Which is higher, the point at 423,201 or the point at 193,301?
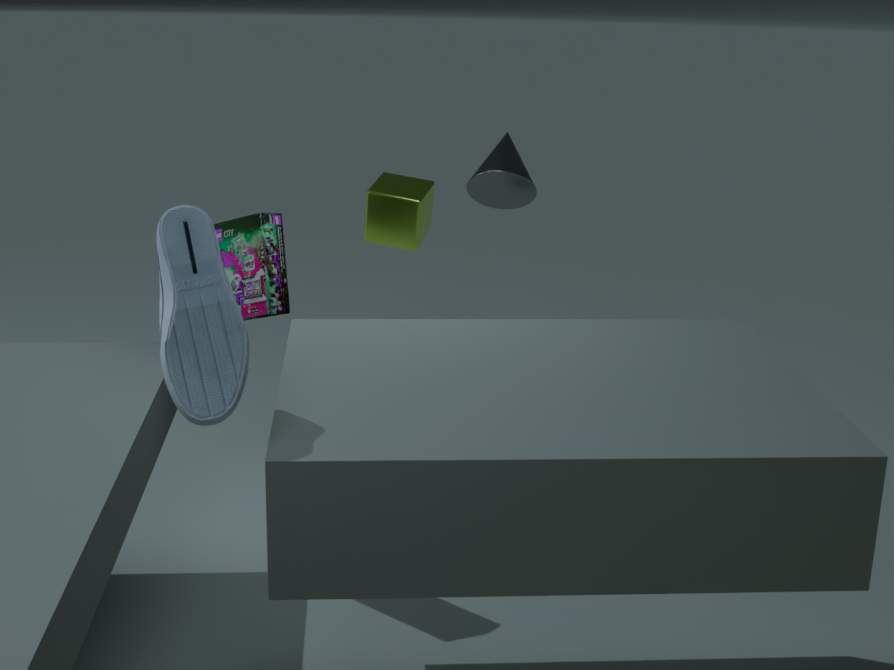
the point at 193,301
